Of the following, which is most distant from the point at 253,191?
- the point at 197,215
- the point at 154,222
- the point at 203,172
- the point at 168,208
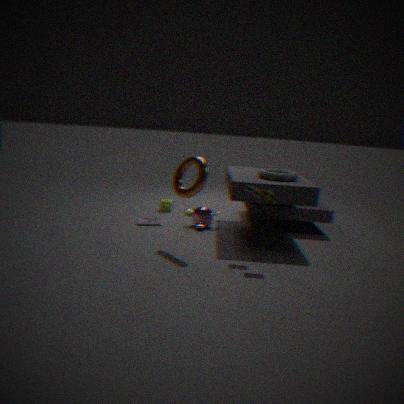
the point at 168,208
